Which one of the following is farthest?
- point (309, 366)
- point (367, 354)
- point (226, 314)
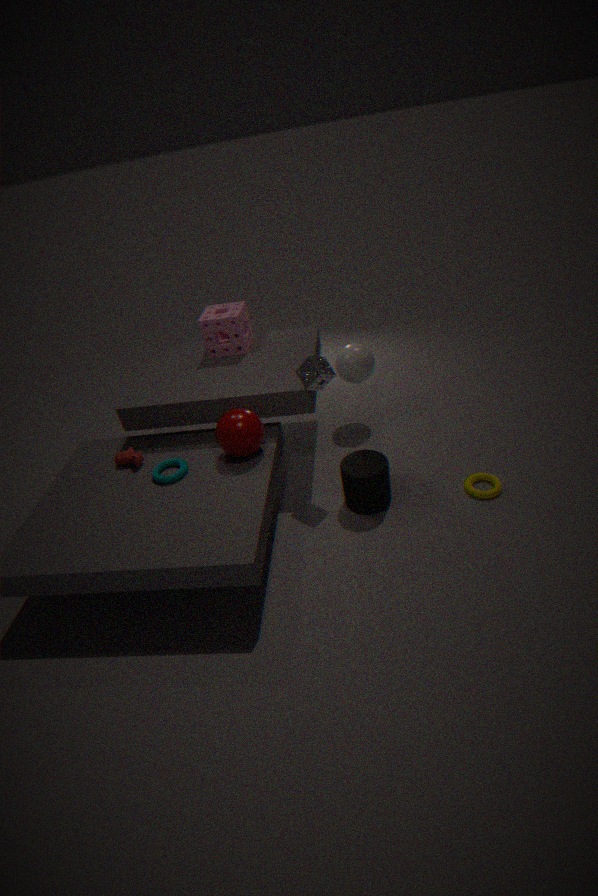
point (367, 354)
